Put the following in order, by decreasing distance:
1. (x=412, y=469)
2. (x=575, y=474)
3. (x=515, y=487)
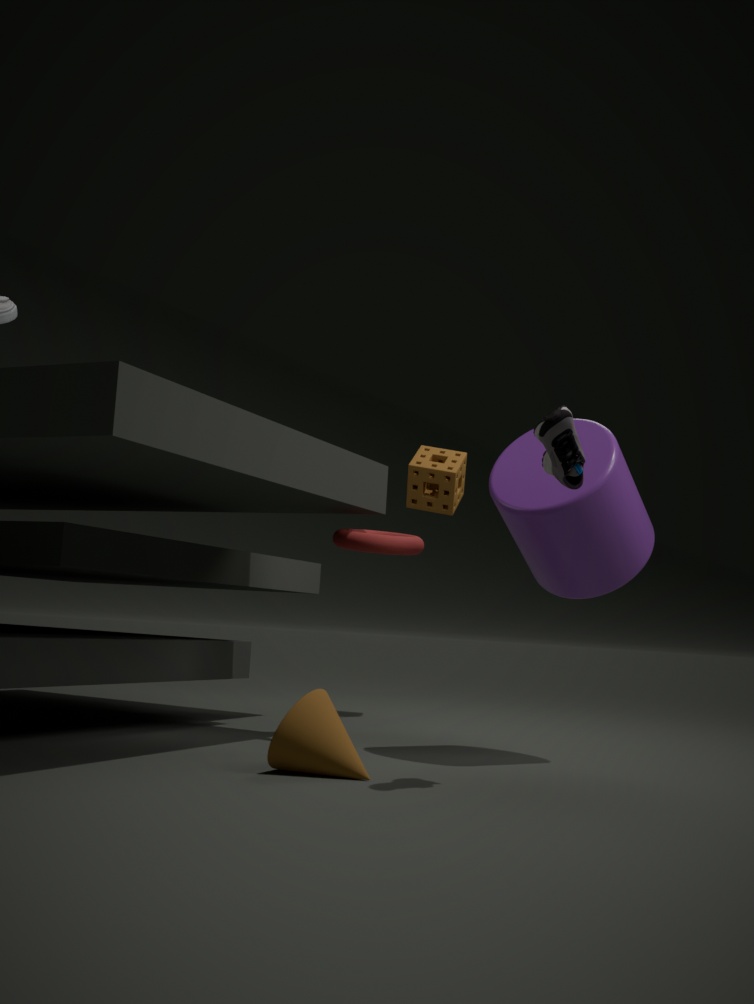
1. (x=412, y=469)
2. (x=515, y=487)
3. (x=575, y=474)
